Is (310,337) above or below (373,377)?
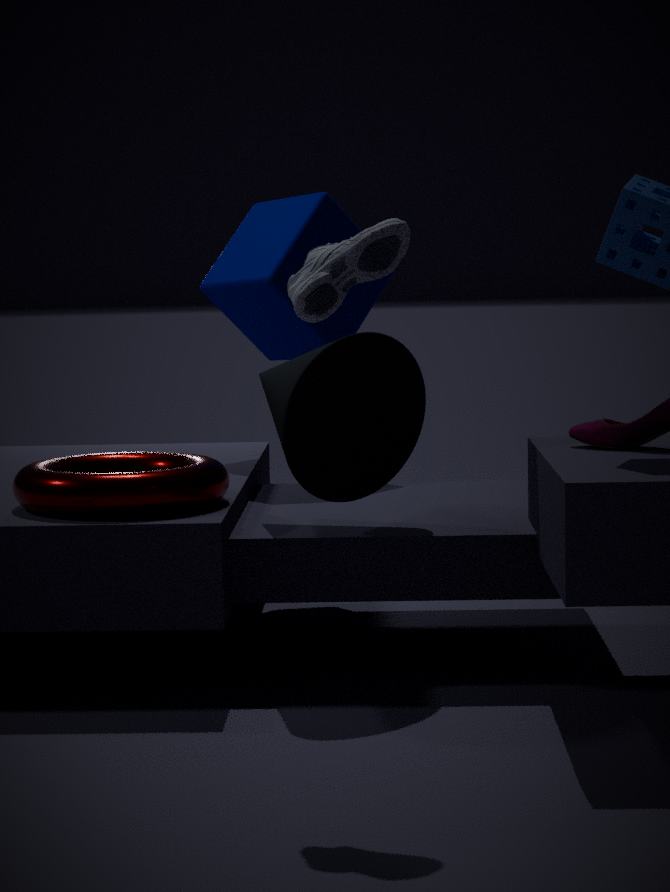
above
